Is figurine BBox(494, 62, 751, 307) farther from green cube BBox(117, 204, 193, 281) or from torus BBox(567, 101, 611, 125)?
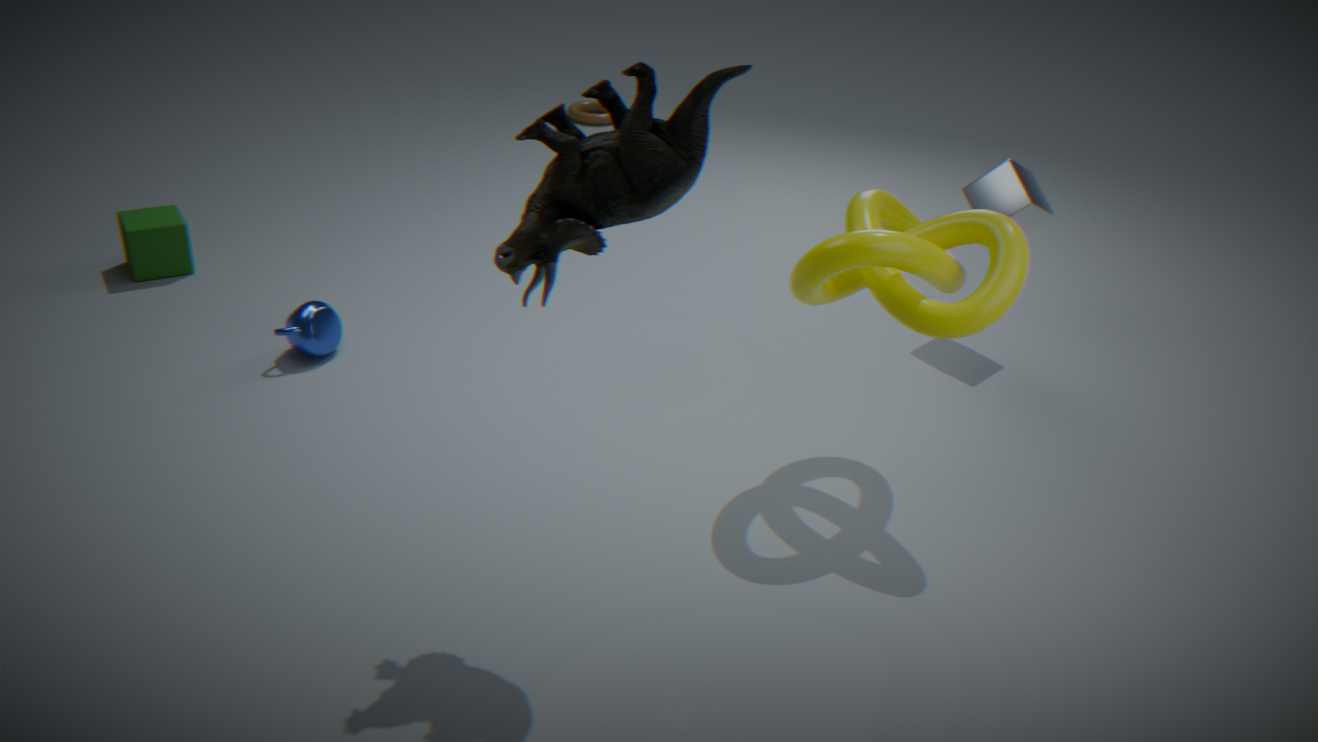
torus BBox(567, 101, 611, 125)
